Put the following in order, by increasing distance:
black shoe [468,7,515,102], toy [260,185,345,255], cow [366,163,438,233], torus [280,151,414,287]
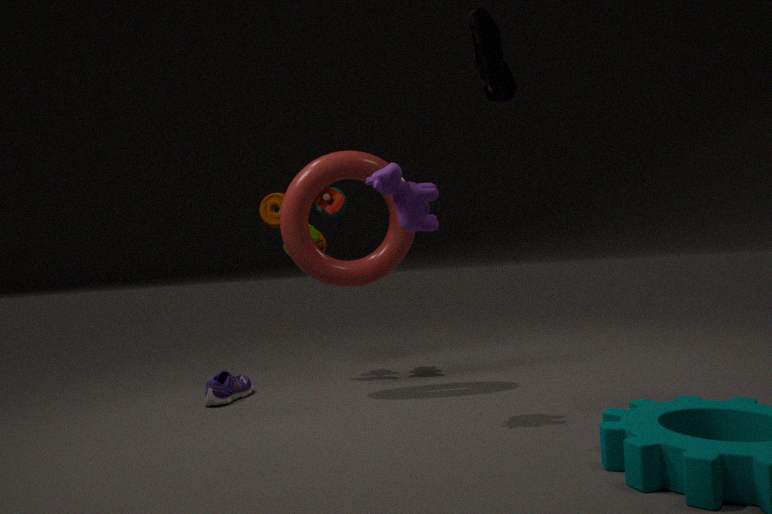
black shoe [468,7,515,102]
cow [366,163,438,233]
torus [280,151,414,287]
toy [260,185,345,255]
